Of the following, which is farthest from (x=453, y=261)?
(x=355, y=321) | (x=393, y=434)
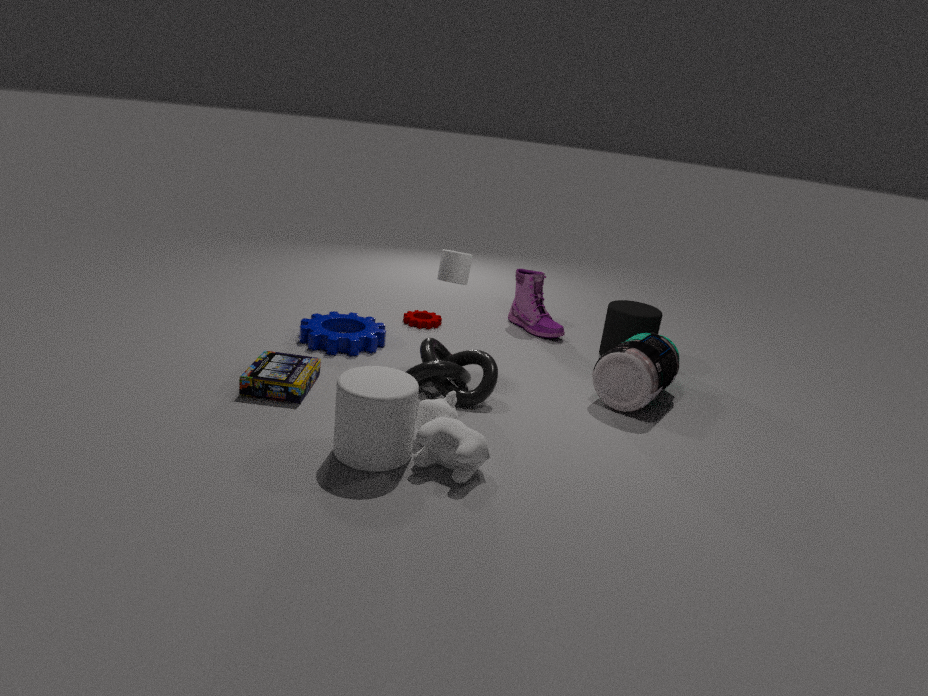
(x=393, y=434)
